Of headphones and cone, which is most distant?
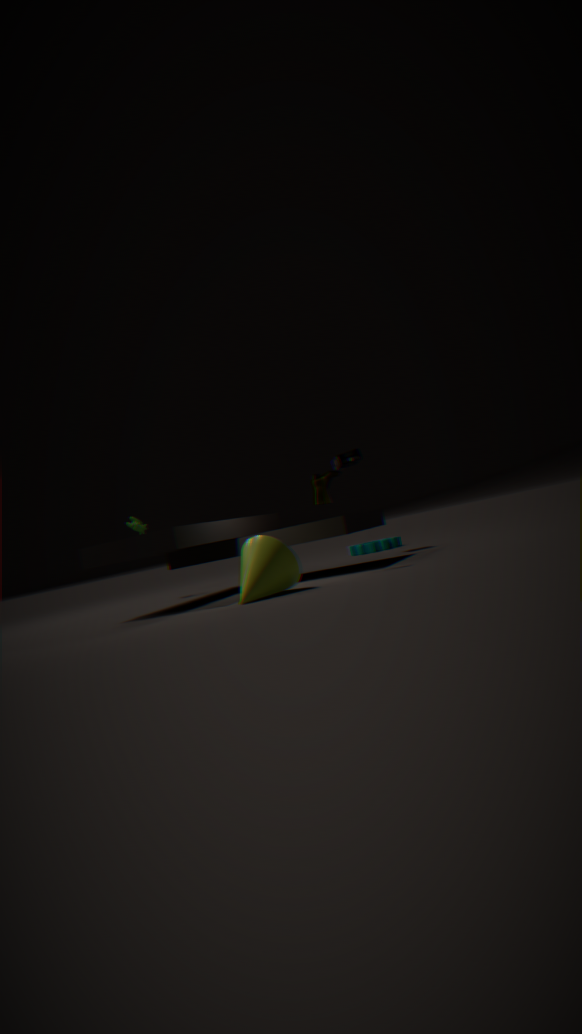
headphones
